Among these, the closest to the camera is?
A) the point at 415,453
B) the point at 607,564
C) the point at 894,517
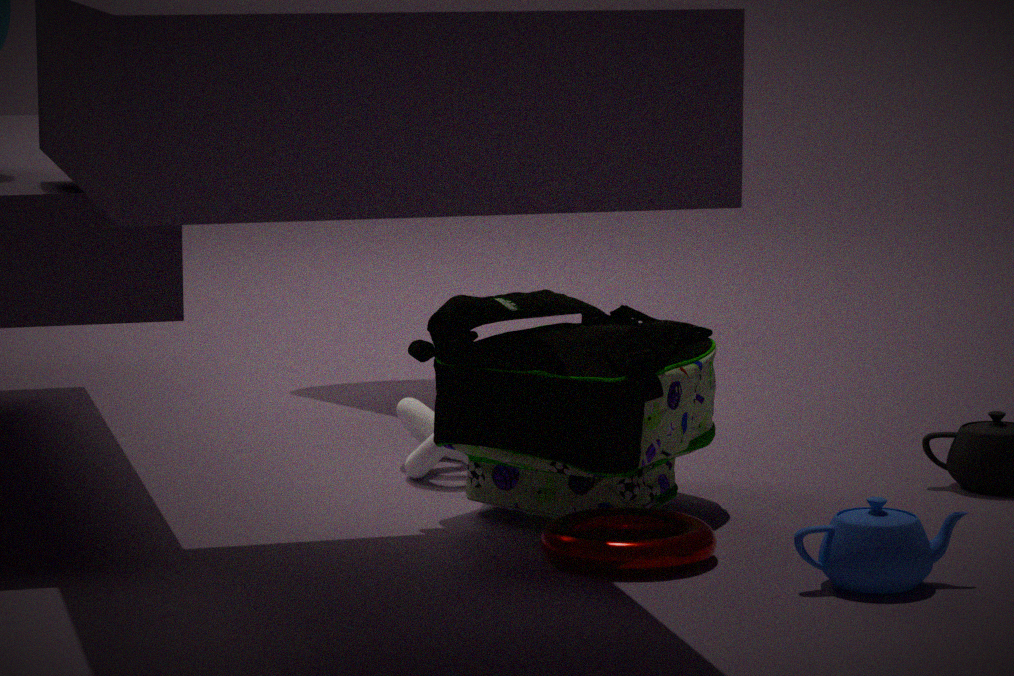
the point at 894,517
